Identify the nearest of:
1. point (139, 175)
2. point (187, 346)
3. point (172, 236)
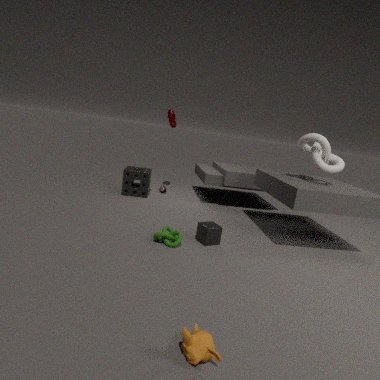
point (187, 346)
